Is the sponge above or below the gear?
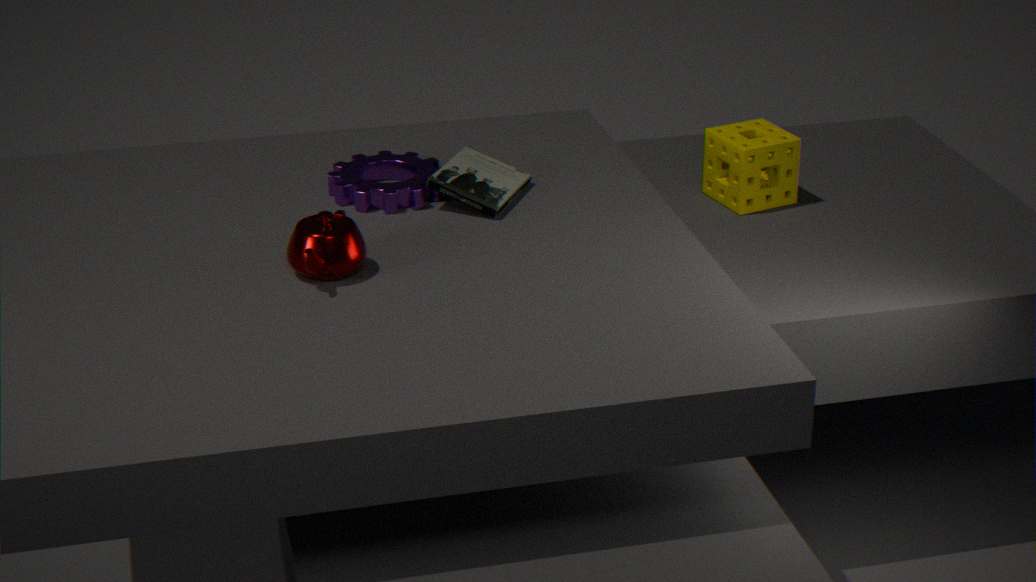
below
